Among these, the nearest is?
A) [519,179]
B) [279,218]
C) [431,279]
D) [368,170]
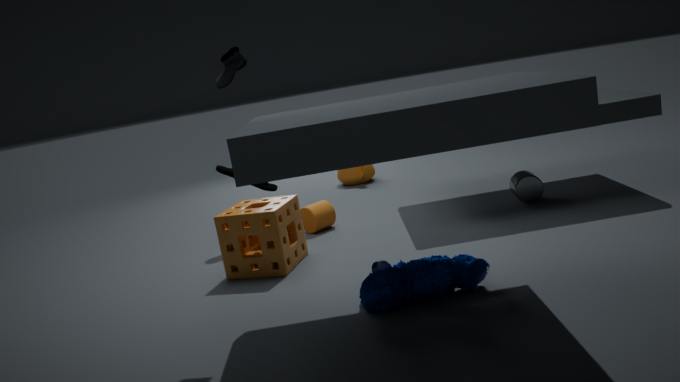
[431,279]
